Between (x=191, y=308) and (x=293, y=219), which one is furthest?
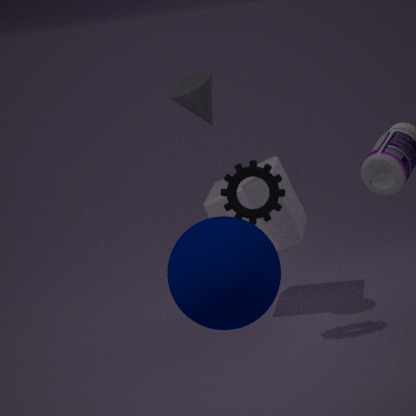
(x=293, y=219)
